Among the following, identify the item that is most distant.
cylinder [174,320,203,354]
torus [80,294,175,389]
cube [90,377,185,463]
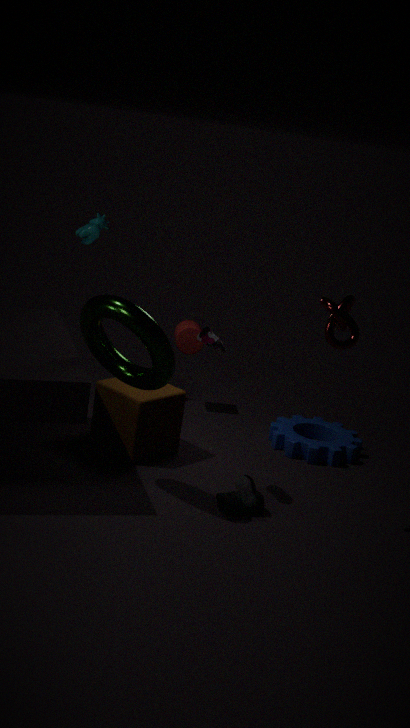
cylinder [174,320,203,354]
